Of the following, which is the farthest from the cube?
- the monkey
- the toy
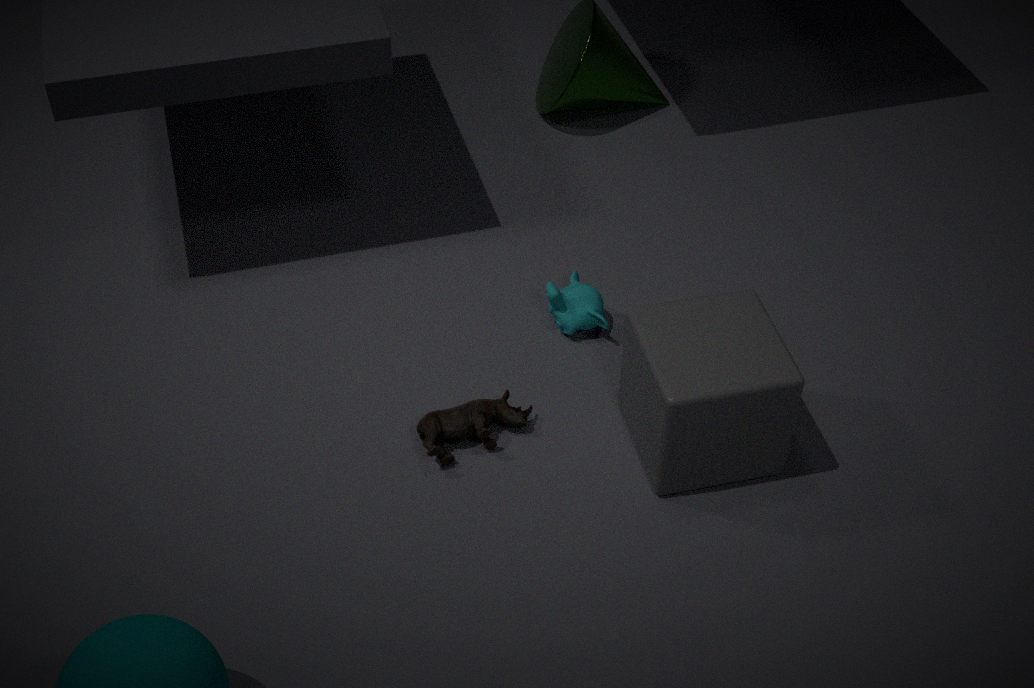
the toy
